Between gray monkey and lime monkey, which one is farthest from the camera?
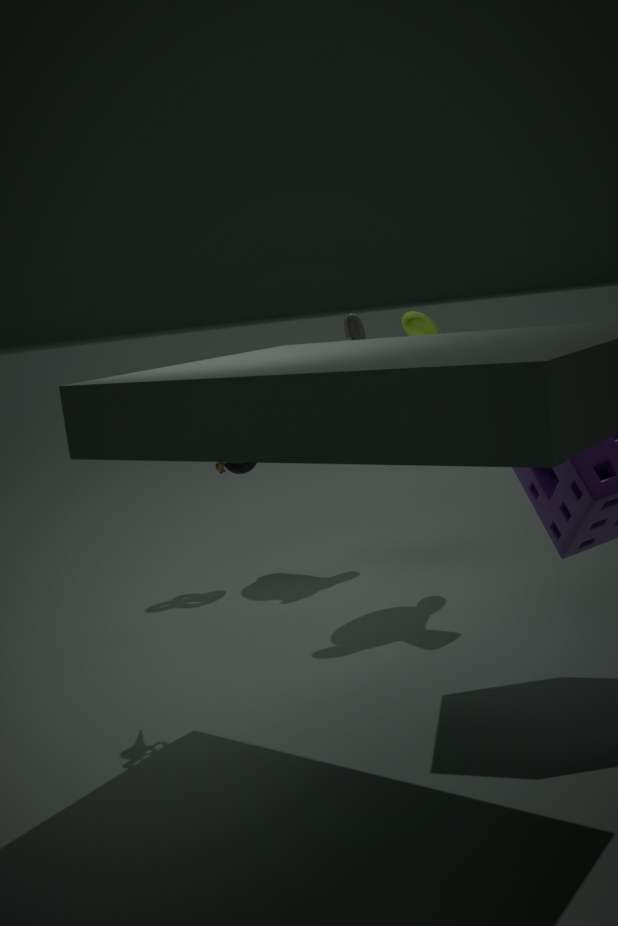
gray monkey
